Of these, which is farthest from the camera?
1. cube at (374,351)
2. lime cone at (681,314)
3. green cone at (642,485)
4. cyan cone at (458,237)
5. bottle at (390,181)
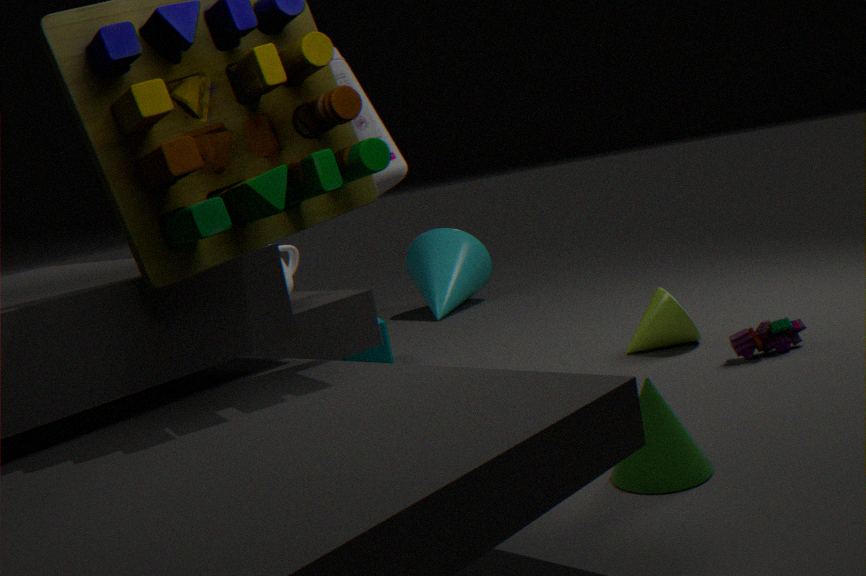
cyan cone at (458,237)
